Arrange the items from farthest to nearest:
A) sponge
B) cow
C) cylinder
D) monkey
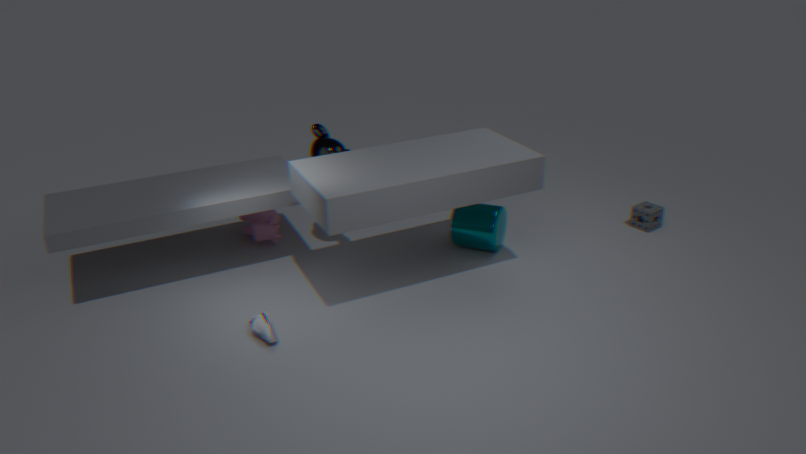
sponge < cow < cylinder < monkey
